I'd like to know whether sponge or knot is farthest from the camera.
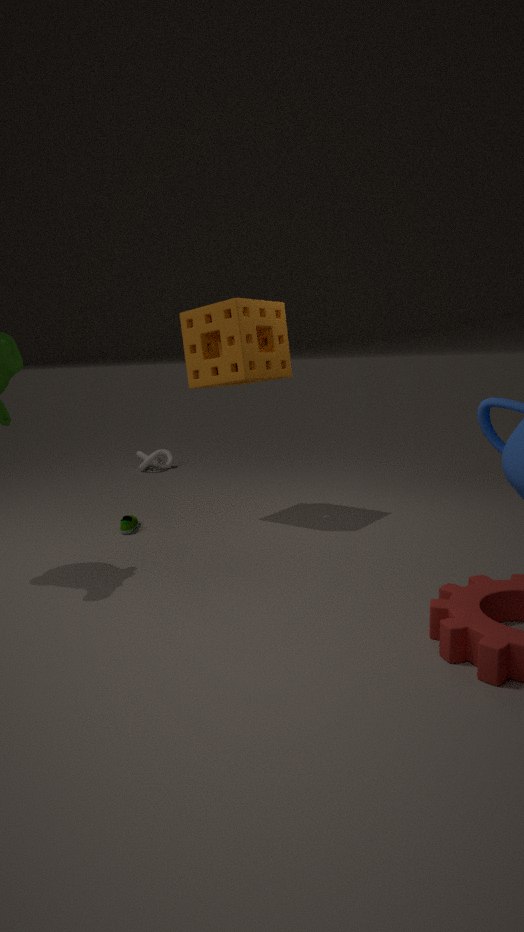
knot
